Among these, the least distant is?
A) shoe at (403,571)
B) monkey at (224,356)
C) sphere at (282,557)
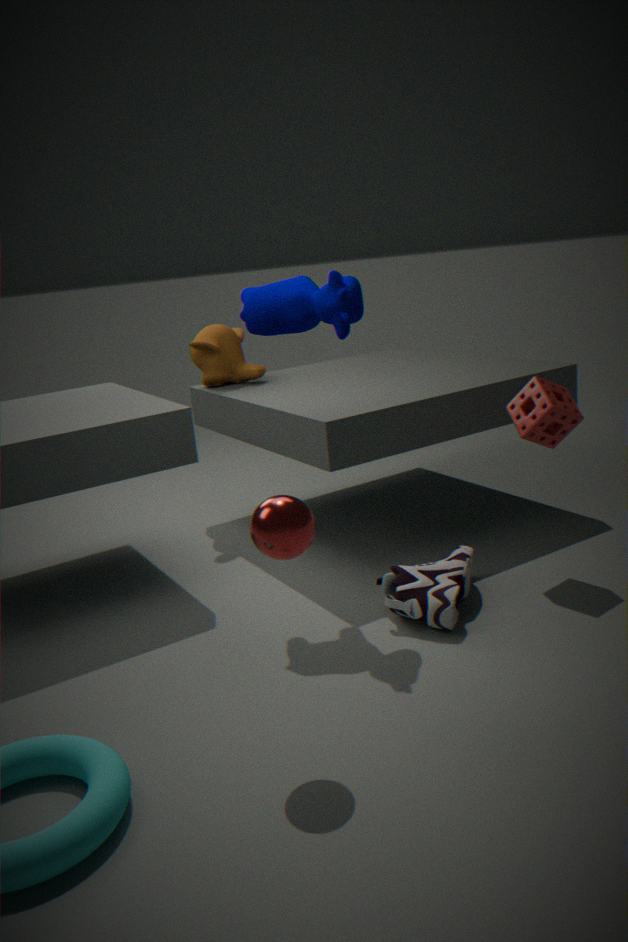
sphere at (282,557)
